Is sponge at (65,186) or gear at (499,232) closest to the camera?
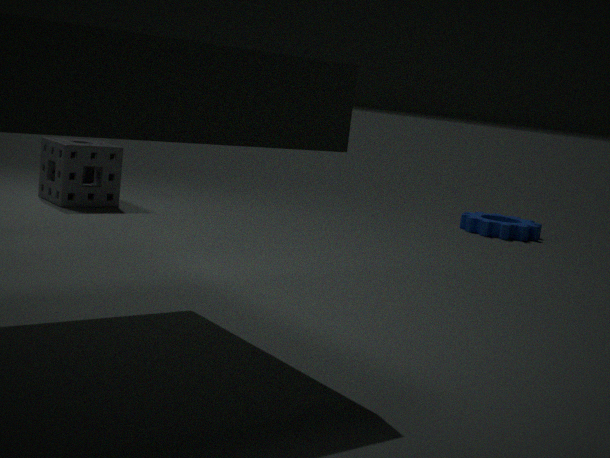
sponge at (65,186)
